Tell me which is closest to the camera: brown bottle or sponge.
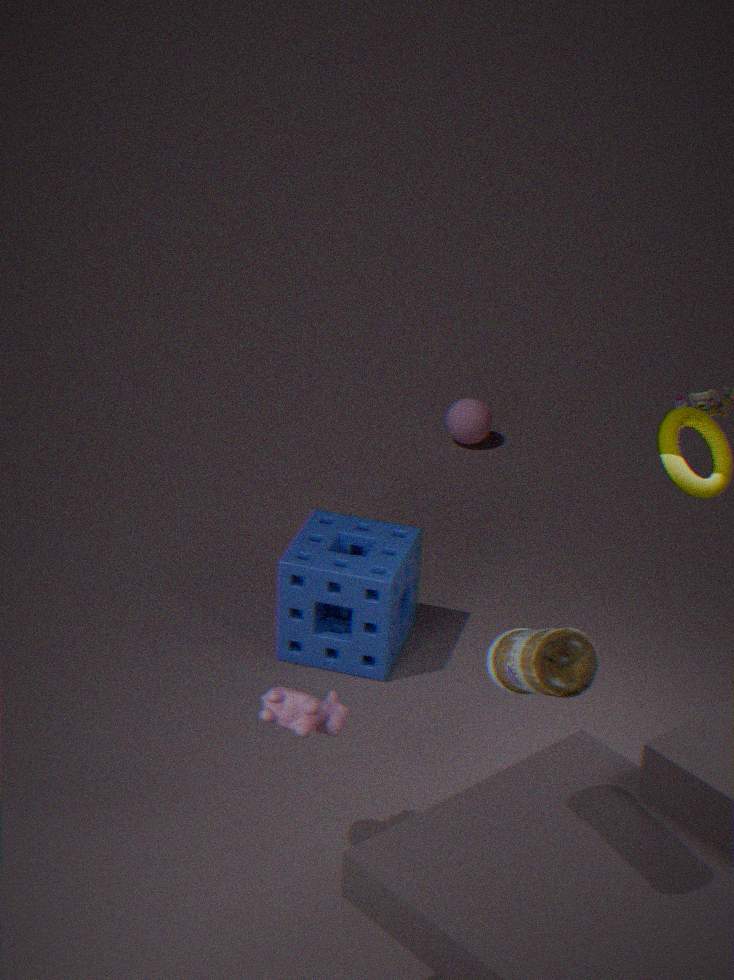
brown bottle
